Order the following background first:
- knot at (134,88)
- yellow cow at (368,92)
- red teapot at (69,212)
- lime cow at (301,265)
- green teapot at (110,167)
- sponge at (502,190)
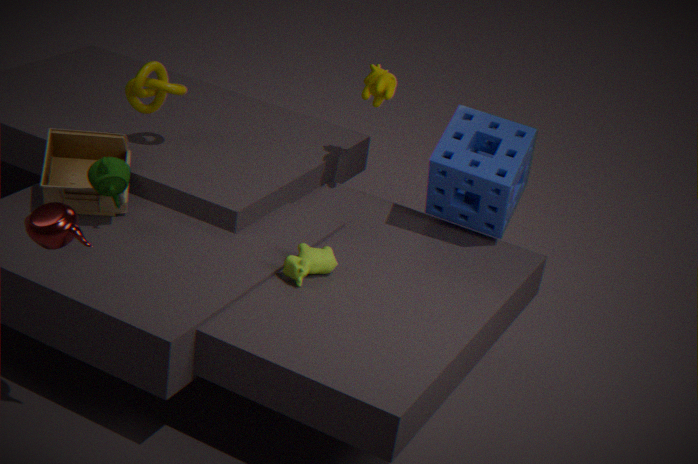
yellow cow at (368,92), knot at (134,88), sponge at (502,190), green teapot at (110,167), lime cow at (301,265), red teapot at (69,212)
